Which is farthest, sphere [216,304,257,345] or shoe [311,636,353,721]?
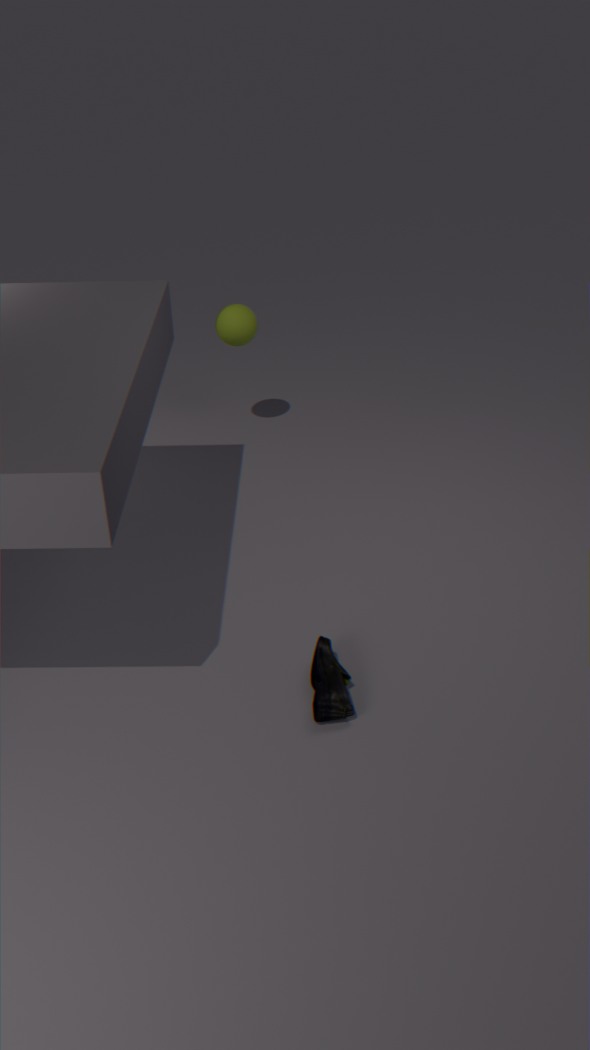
sphere [216,304,257,345]
